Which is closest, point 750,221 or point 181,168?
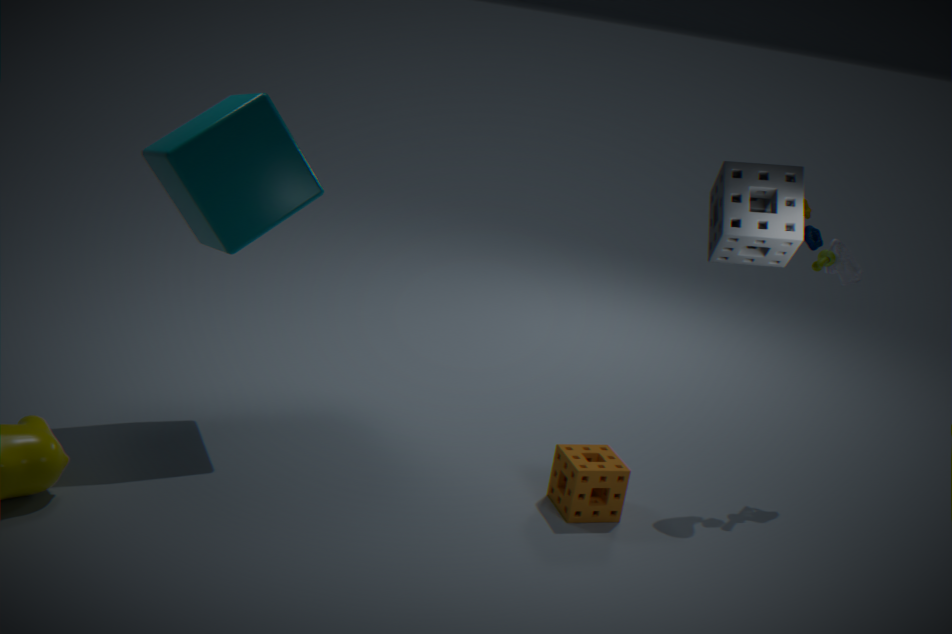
point 750,221
